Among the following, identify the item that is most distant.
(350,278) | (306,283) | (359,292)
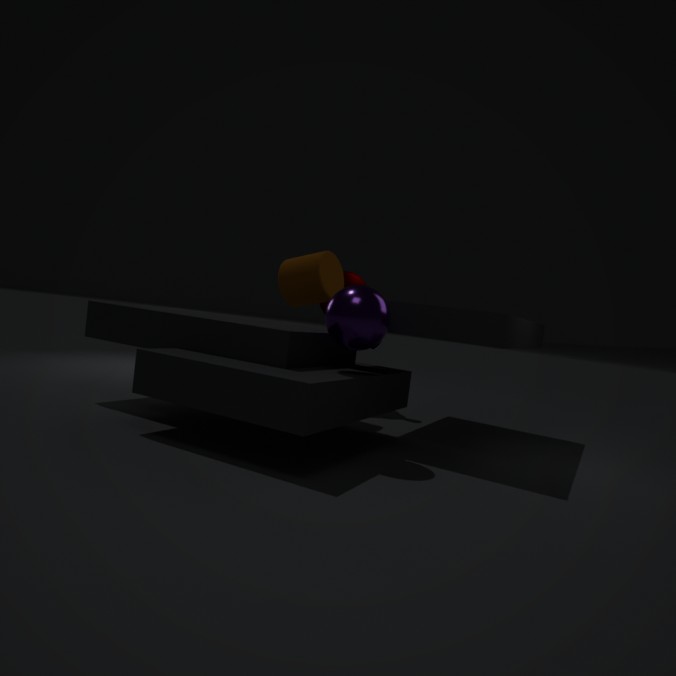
(350,278)
